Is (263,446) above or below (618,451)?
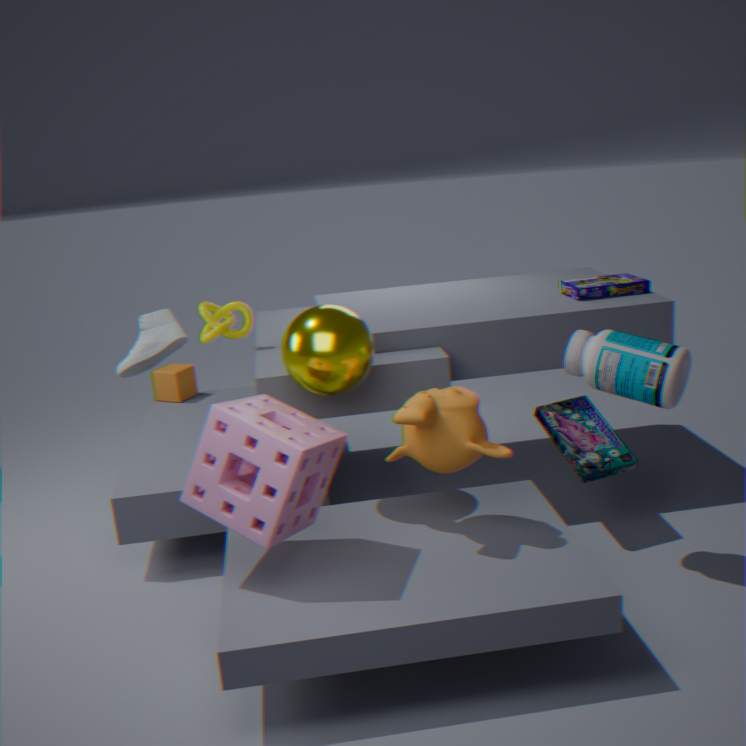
above
